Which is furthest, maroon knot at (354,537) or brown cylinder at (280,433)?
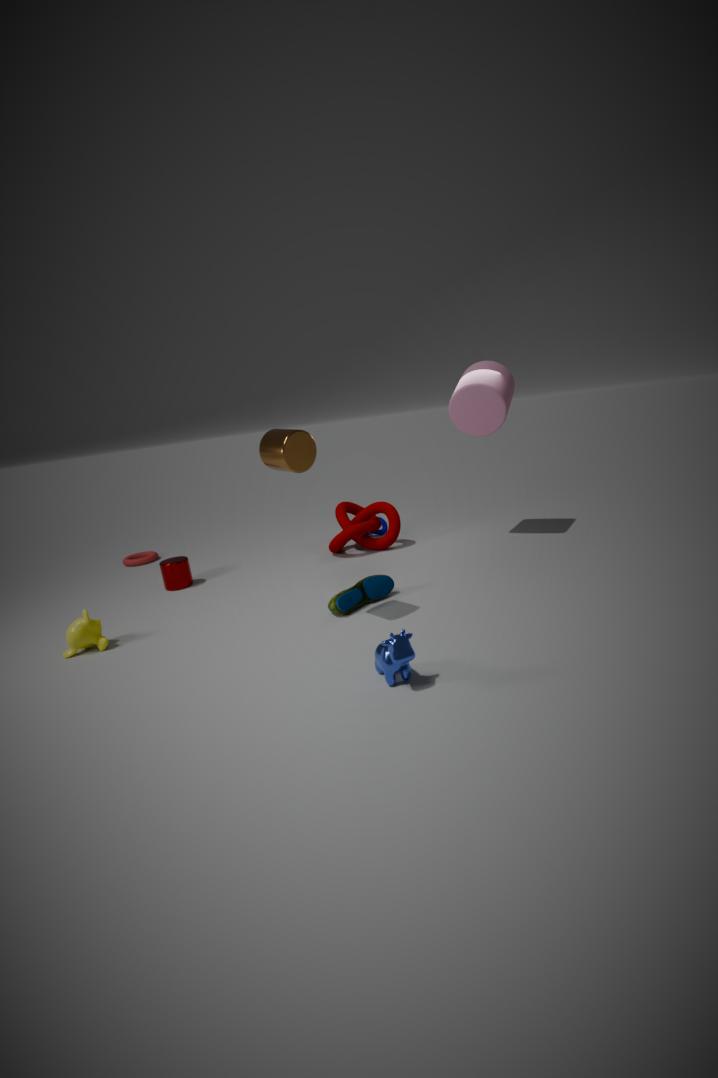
maroon knot at (354,537)
